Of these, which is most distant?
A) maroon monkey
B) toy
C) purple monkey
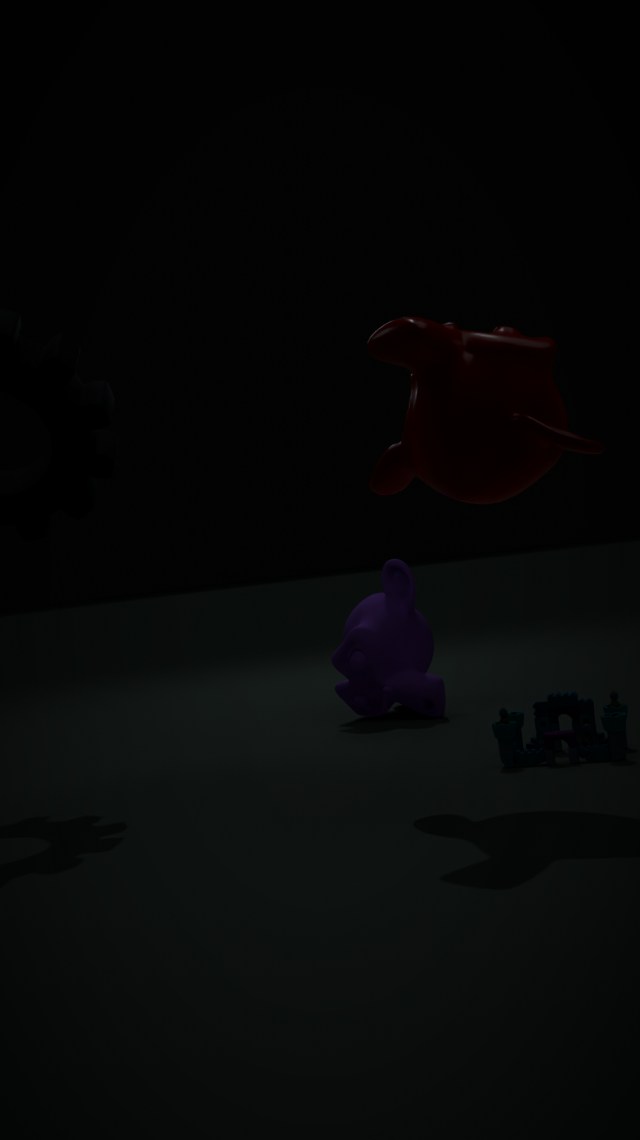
purple monkey
